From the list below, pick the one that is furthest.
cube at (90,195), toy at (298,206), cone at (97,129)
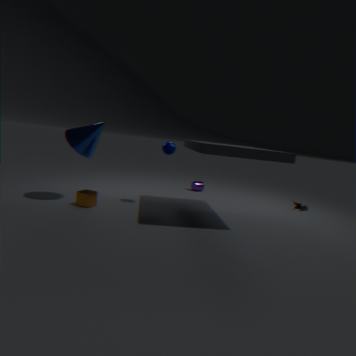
toy at (298,206)
